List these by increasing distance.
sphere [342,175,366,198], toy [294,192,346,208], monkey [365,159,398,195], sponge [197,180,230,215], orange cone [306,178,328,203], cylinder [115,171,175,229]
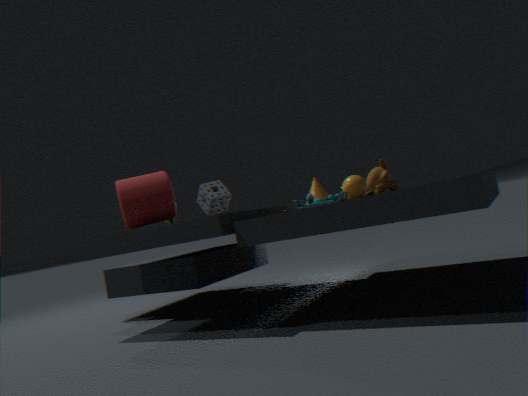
toy [294,192,346,208] < monkey [365,159,398,195] < cylinder [115,171,175,229] < sphere [342,175,366,198] < orange cone [306,178,328,203] < sponge [197,180,230,215]
